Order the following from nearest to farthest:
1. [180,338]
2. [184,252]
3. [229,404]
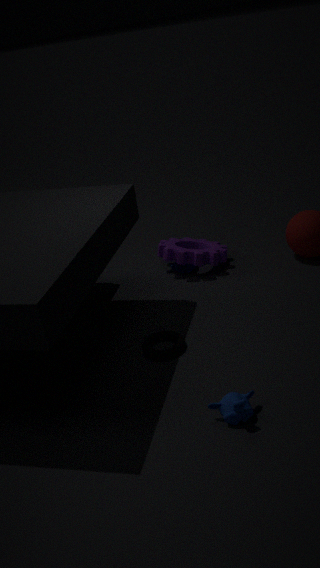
[229,404]
[180,338]
[184,252]
